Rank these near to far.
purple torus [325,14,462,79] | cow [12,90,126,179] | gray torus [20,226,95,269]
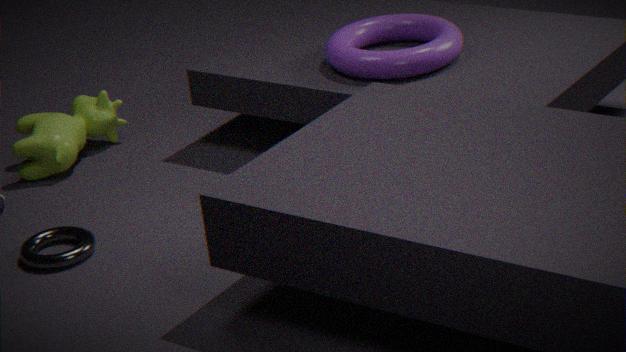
gray torus [20,226,95,269] → purple torus [325,14,462,79] → cow [12,90,126,179]
